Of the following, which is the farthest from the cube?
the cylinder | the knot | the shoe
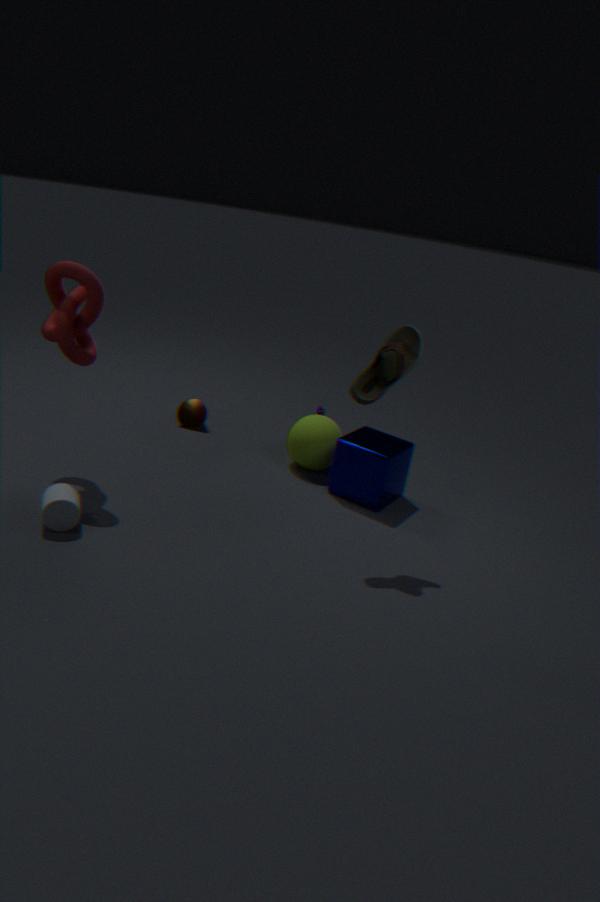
the cylinder
